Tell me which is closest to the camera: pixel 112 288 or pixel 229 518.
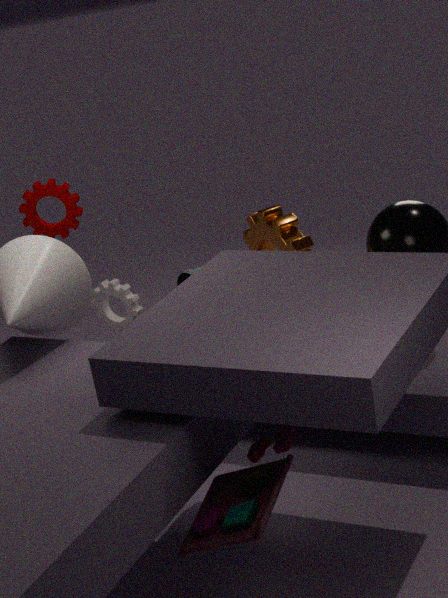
pixel 229 518
